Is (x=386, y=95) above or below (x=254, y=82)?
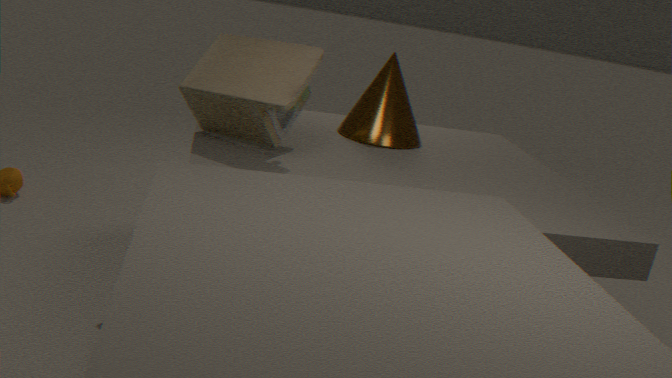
below
